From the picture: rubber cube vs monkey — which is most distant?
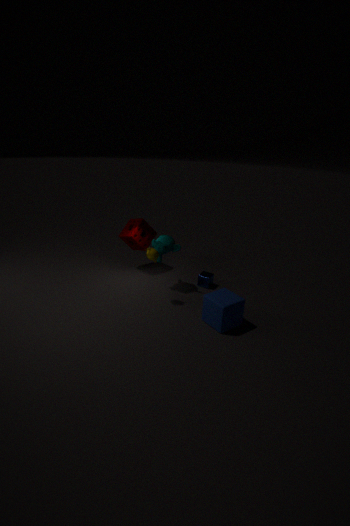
monkey
